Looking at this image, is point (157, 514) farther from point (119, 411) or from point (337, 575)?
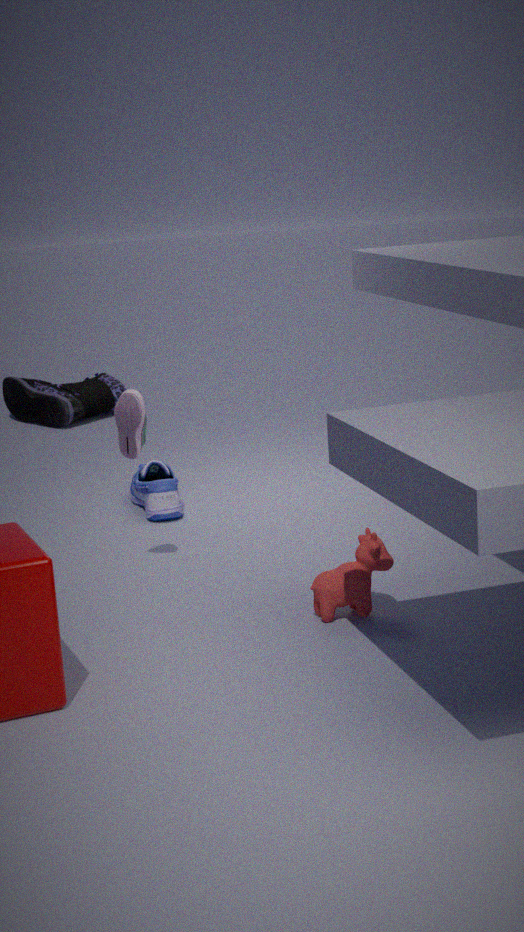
point (337, 575)
